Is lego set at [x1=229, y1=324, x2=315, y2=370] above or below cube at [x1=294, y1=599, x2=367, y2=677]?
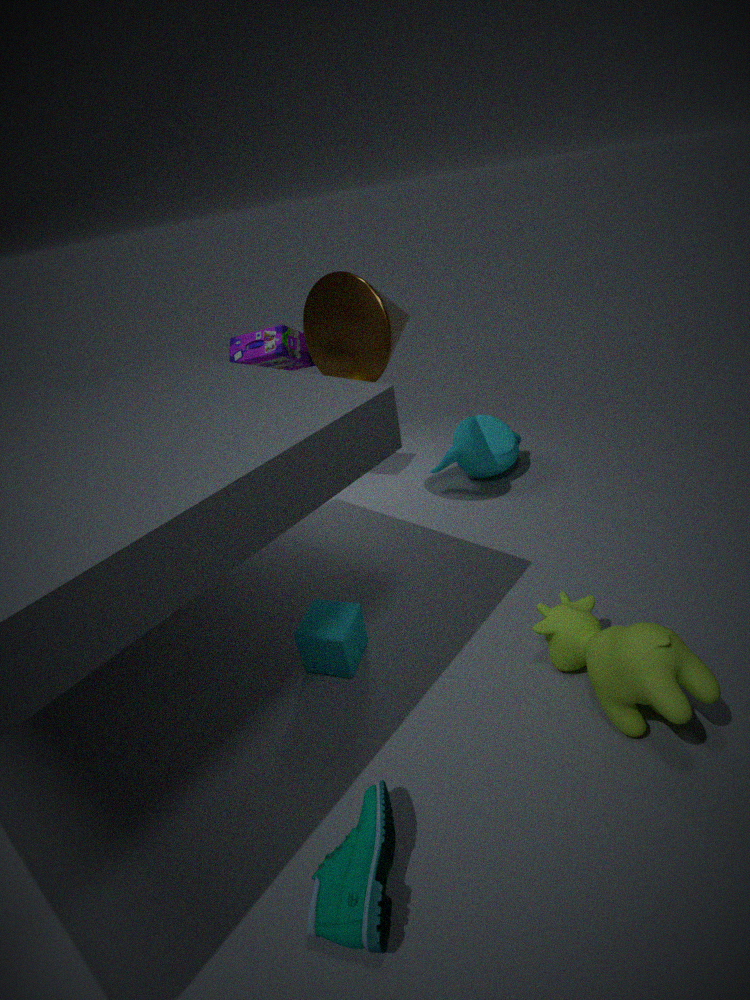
above
